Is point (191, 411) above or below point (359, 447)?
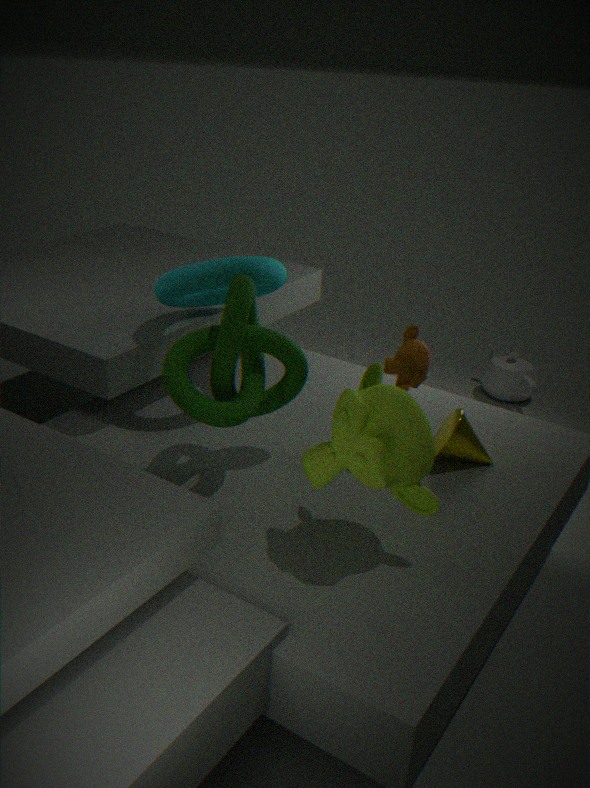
above
